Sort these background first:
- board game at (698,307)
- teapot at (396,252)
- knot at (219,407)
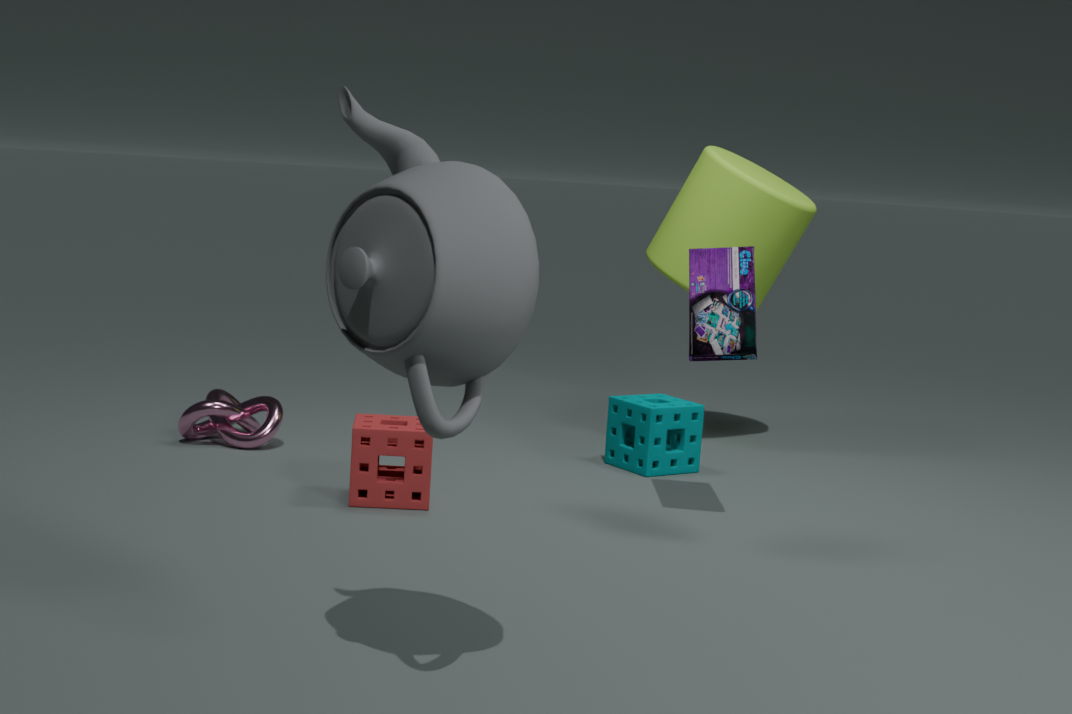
knot at (219,407)
board game at (698,307)
teapot at (396,252)
